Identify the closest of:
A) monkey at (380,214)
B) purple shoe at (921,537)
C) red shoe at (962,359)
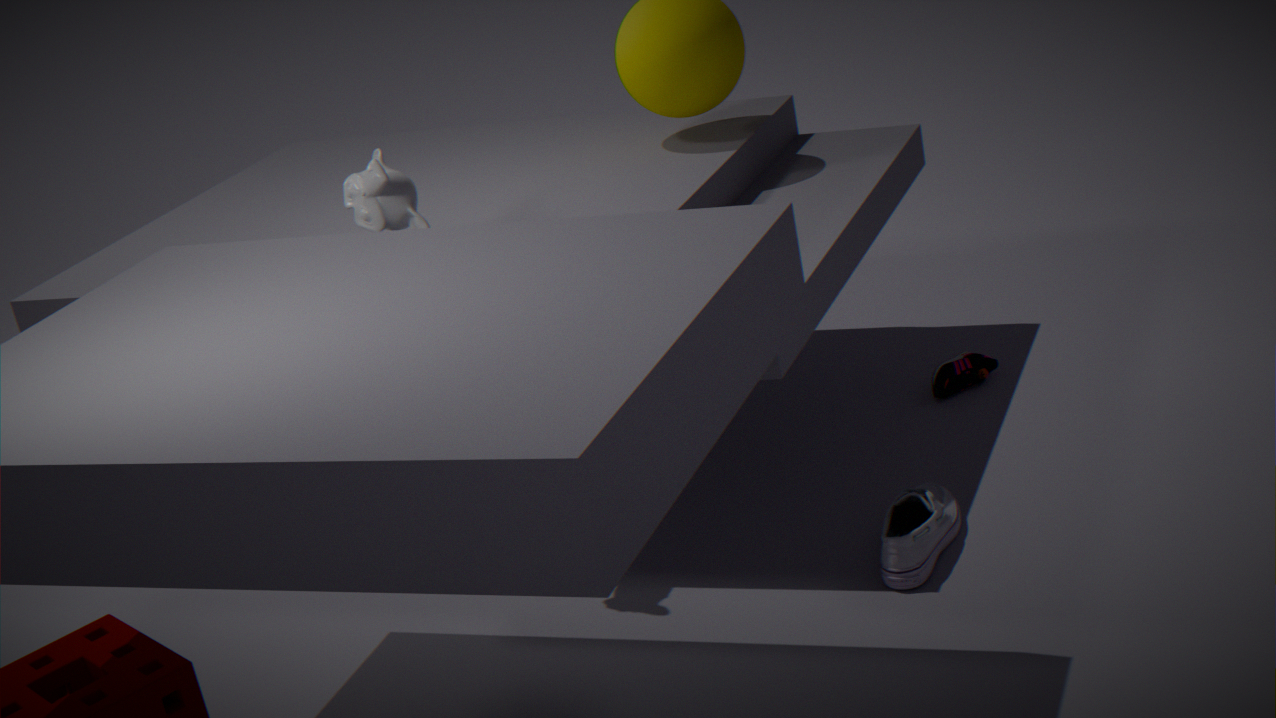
purple shoe at (921,537)
